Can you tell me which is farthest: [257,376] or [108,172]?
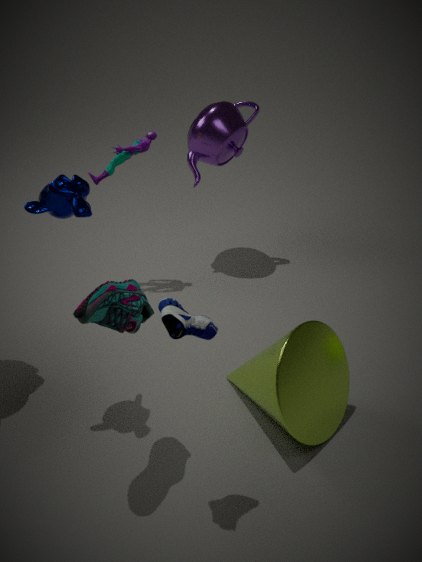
[108,172]
